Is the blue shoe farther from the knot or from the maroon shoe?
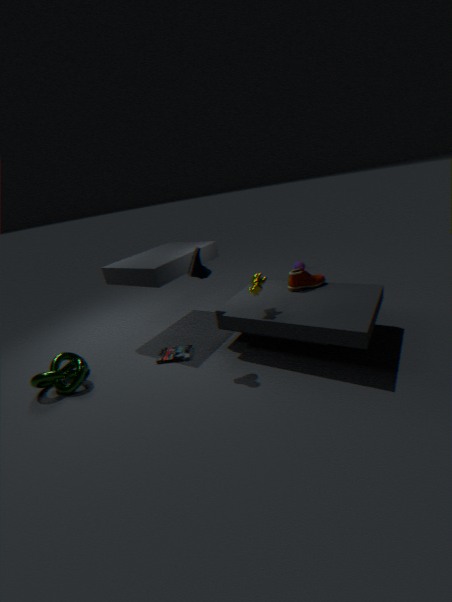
the knot
